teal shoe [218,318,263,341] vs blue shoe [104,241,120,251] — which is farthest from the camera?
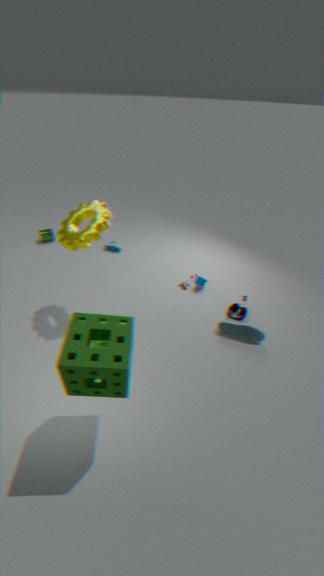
blue shoe [104,241,120,251]
